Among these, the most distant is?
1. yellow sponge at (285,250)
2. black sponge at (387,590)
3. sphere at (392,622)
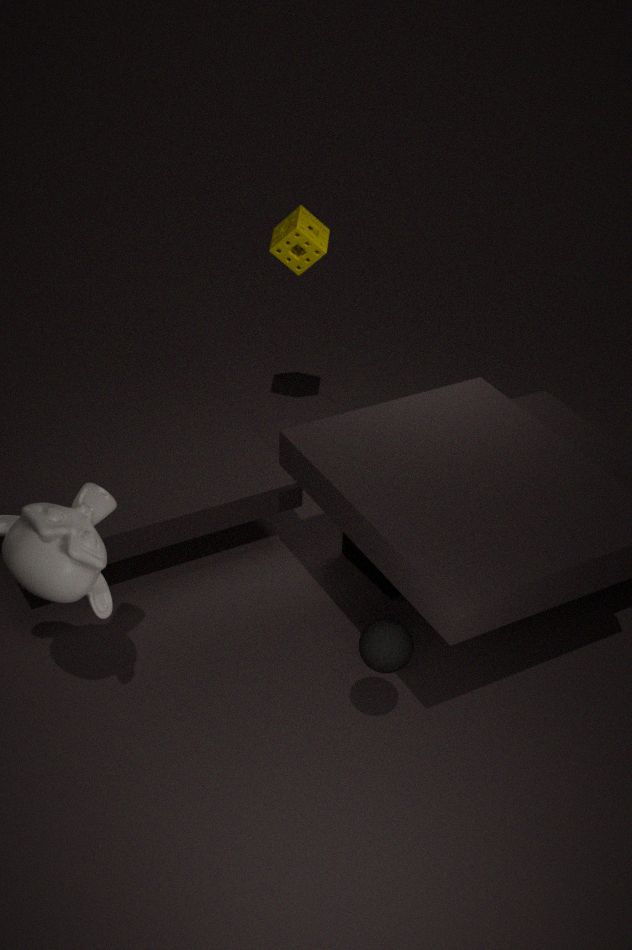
yellow sponge at (285,250)
